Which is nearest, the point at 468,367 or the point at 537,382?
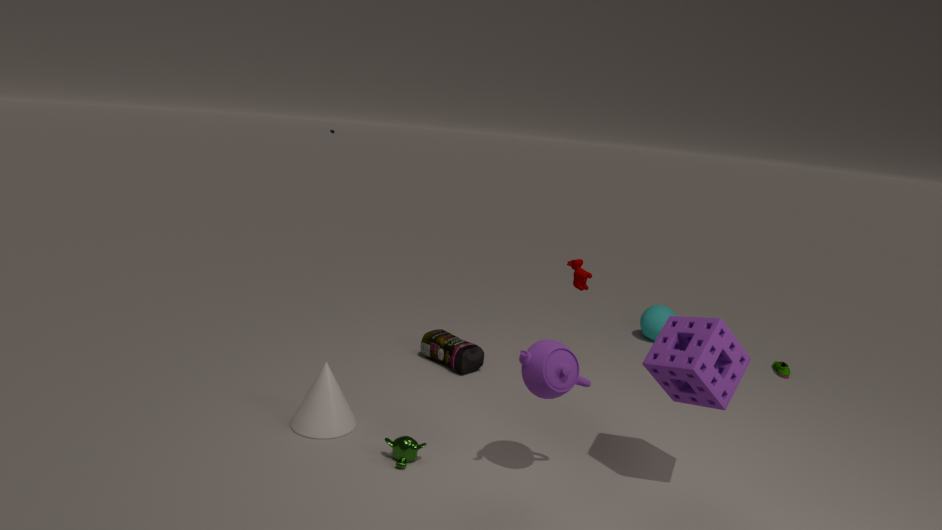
the point at 537,382
